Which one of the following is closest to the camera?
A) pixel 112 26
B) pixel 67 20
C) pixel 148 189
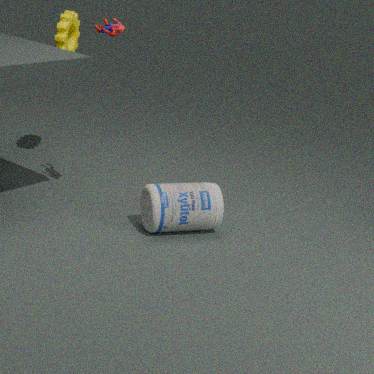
pixel 112 26
